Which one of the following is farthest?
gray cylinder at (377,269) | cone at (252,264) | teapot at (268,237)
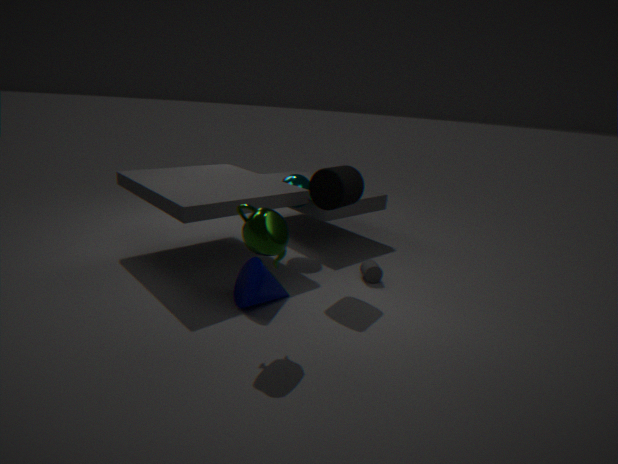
gray cylinder at (377,269)
